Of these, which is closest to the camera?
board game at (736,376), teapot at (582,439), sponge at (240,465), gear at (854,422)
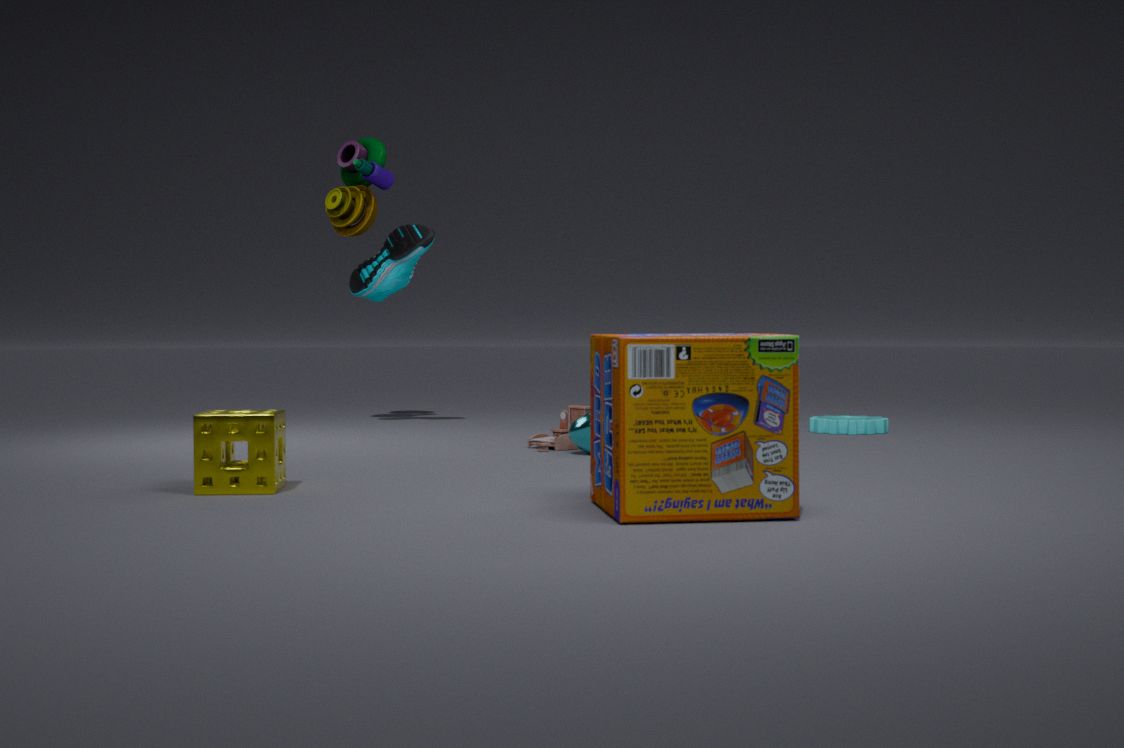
board game at (736,376)
